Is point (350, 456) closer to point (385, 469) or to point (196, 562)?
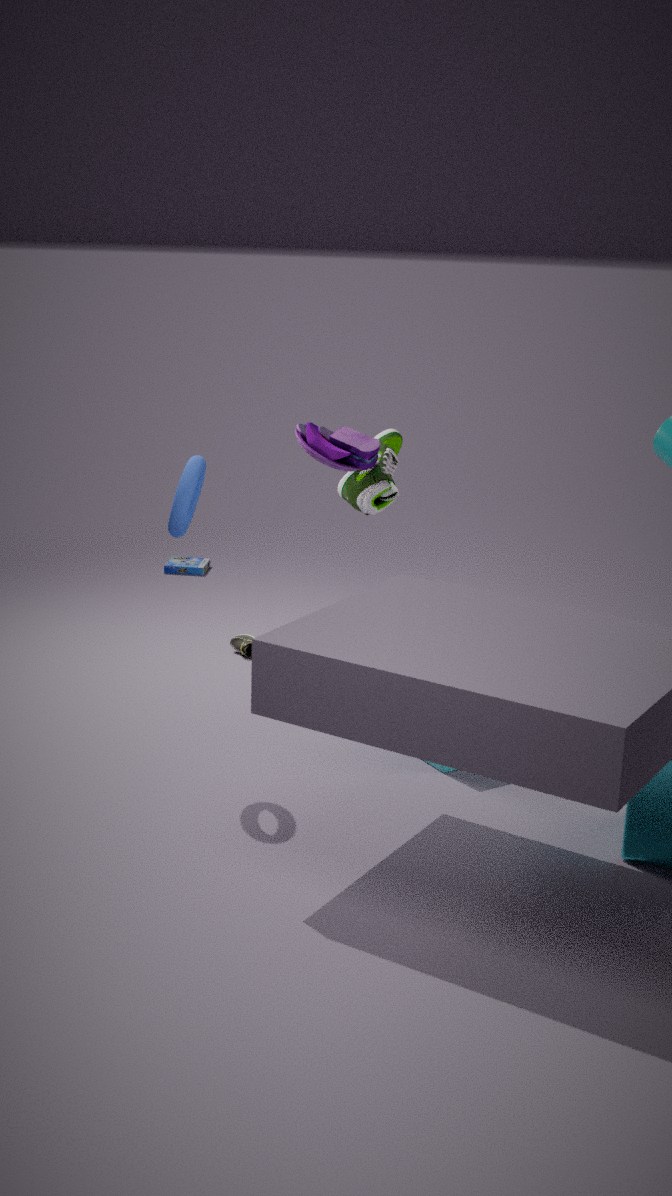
point (385, 469)
